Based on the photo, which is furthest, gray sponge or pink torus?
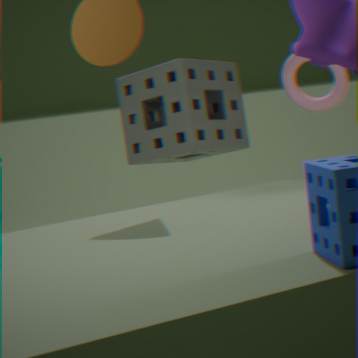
pink torus
